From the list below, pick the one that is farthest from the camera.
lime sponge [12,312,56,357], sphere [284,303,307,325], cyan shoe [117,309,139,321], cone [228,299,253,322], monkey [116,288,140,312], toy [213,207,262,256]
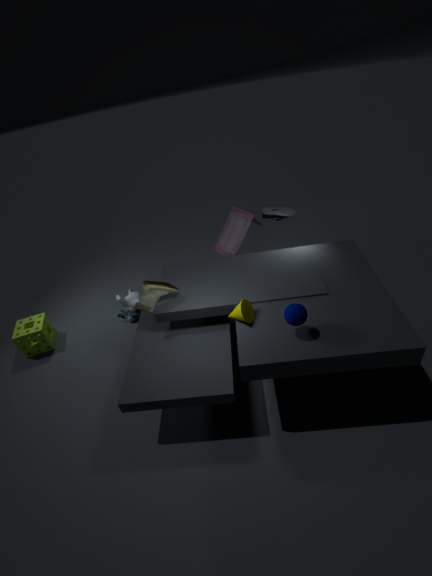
monkey [116,288,140,312]
